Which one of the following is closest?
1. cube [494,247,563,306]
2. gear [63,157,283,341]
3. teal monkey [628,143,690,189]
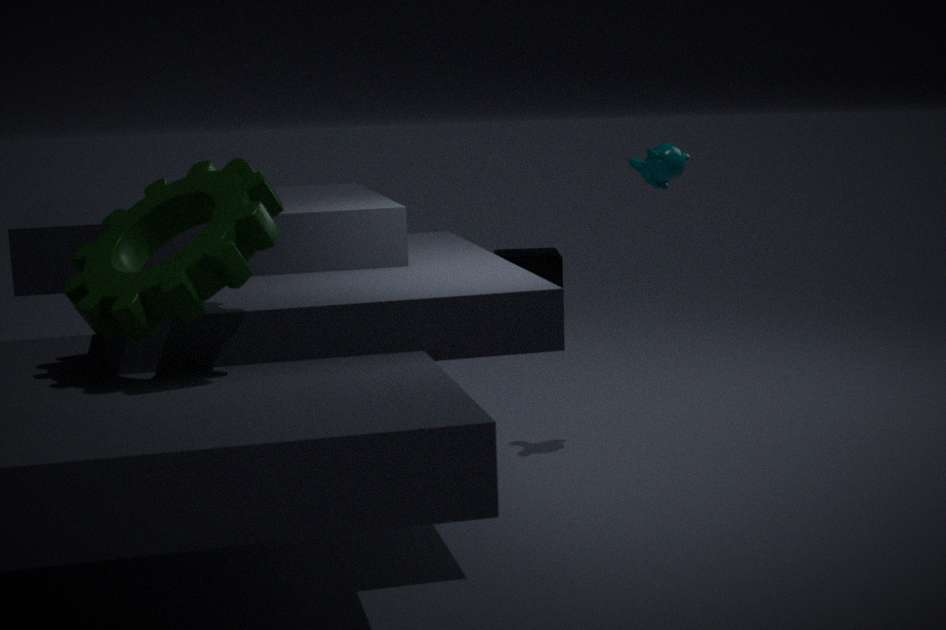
gear [63,157,283,341]
